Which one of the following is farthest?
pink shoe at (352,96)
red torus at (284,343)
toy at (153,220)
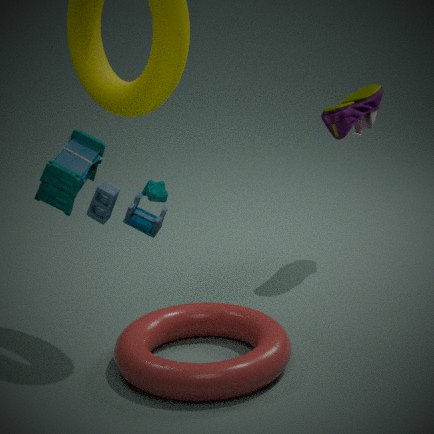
pink shoe at (352,96)
